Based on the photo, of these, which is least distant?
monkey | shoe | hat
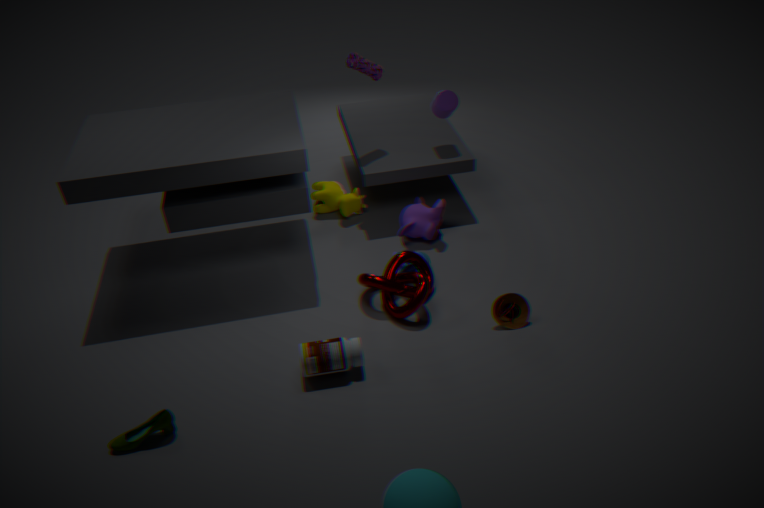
shoe
